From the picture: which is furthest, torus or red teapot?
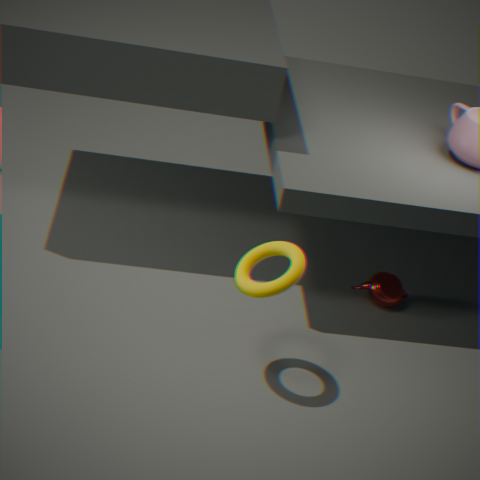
red teapot
